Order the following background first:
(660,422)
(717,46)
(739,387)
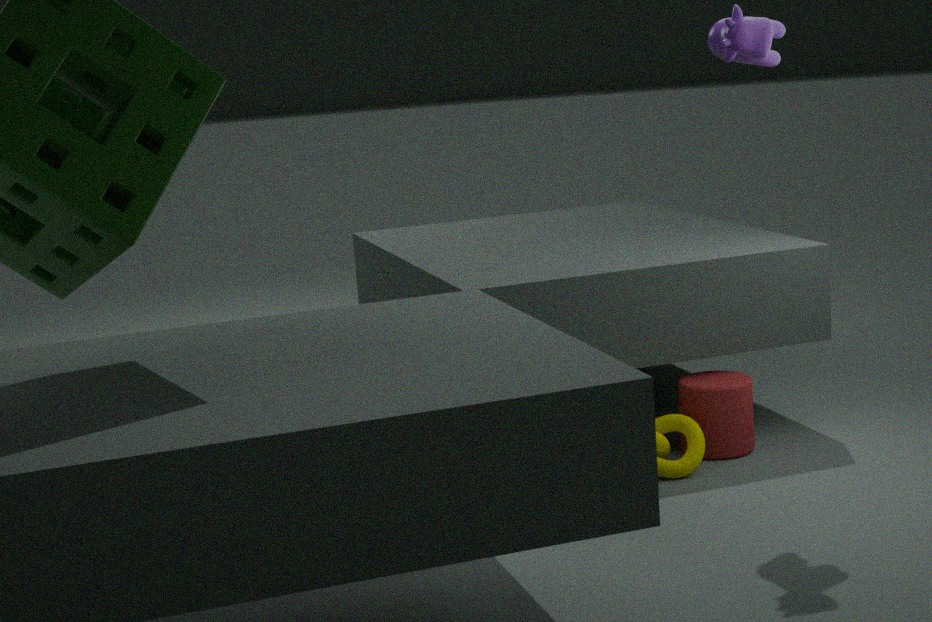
(739,387) < (660,422) < (717,46)
